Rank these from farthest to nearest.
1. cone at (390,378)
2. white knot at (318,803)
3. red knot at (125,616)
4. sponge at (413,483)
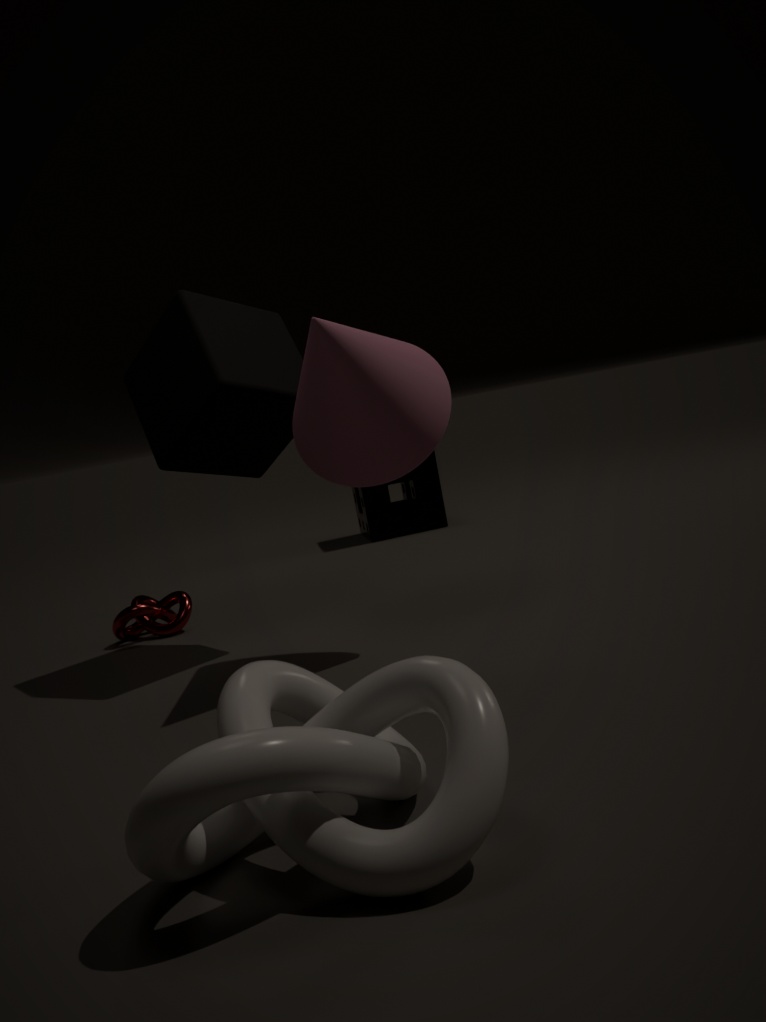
1. sponge at (413,483)
2. red knot at (125,616)
3. cone at (390,378)
4. white knot at (318,803)
